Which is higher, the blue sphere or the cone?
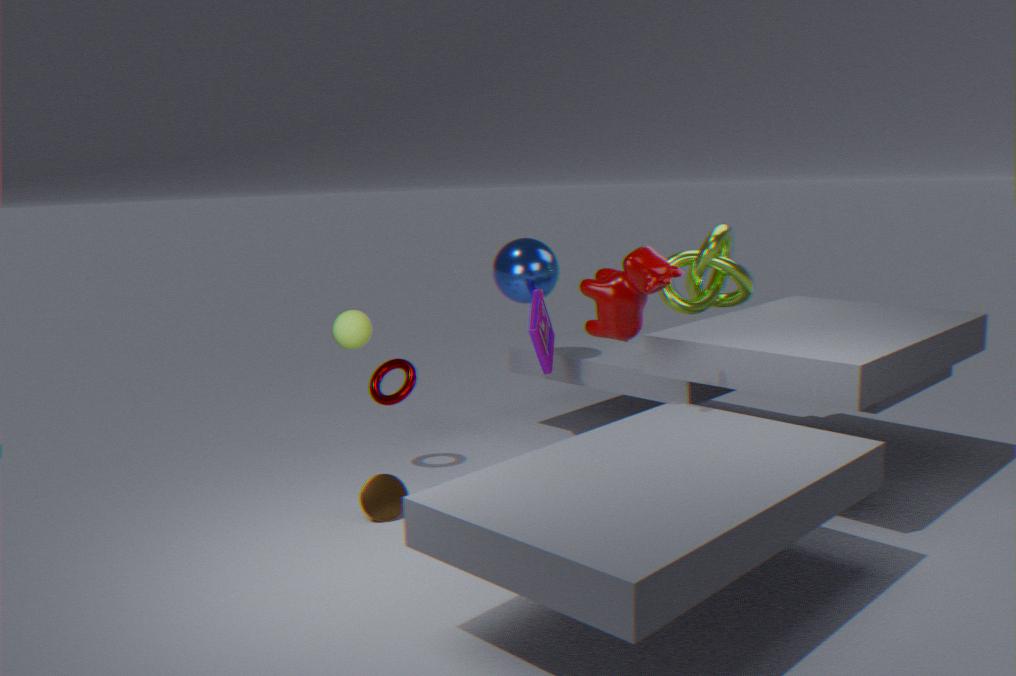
the blue sphere
